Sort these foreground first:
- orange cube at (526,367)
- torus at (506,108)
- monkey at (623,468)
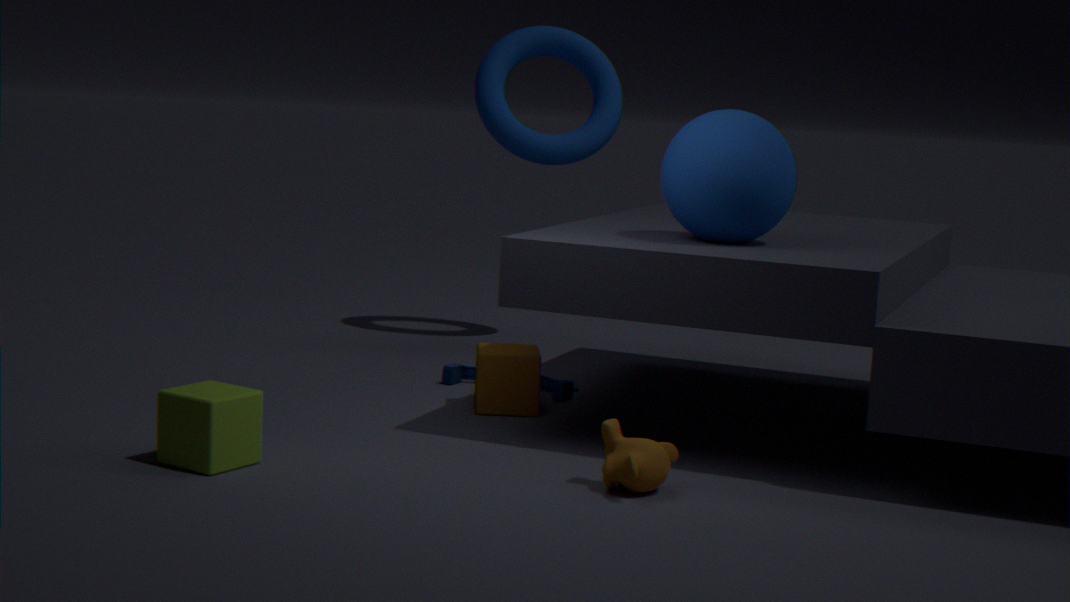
monkey at (623,468), orange cube at (526,367), torus at (506,108)
